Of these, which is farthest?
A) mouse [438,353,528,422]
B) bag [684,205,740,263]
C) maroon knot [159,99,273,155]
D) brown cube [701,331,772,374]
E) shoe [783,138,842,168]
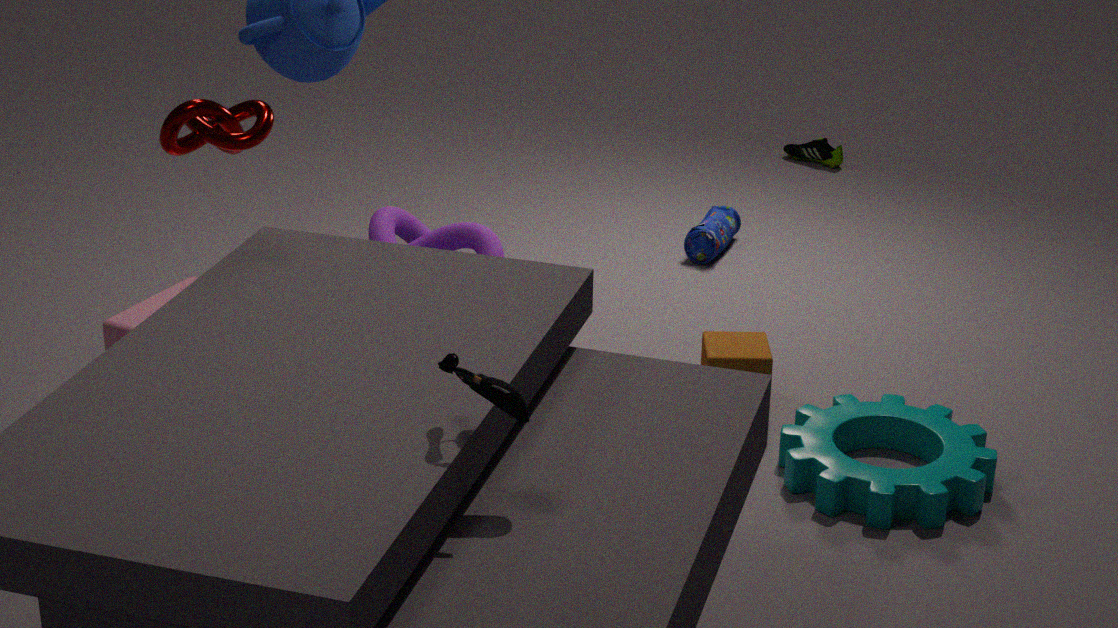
shoe [783,138,842,168]
